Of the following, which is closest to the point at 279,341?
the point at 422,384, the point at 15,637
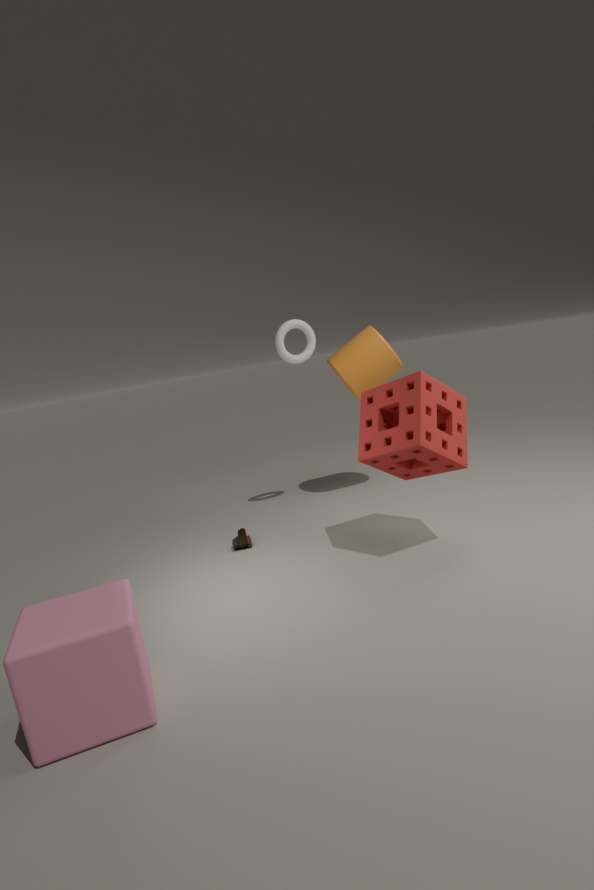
the point at 422,384
